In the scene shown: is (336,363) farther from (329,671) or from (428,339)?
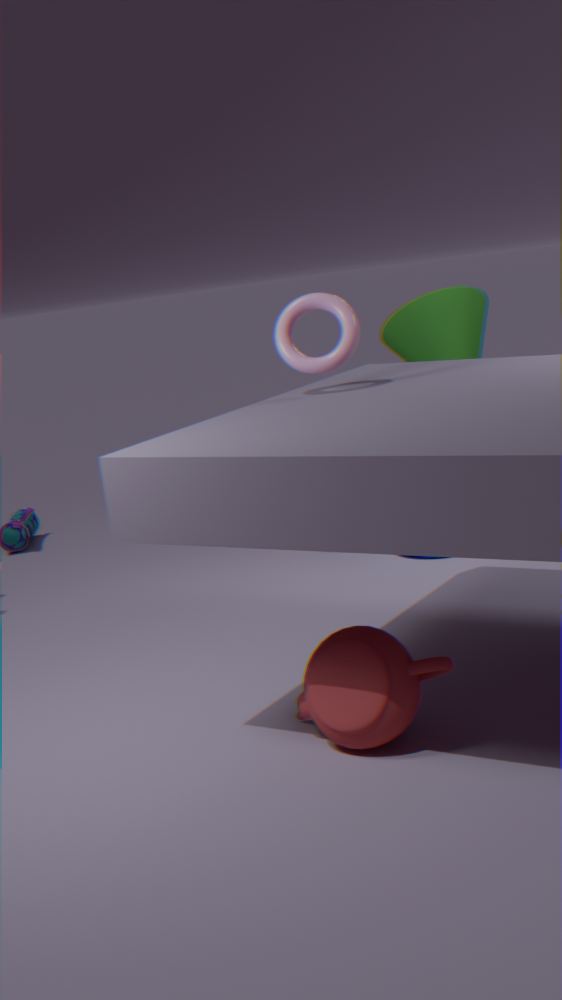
(329,671)
